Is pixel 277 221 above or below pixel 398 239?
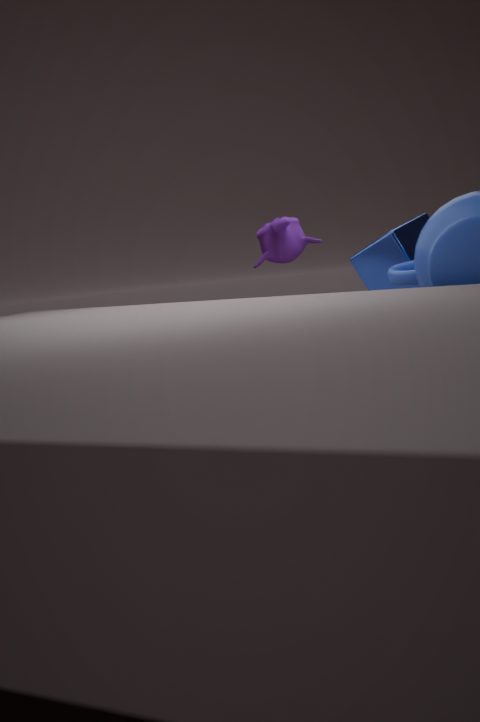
above
